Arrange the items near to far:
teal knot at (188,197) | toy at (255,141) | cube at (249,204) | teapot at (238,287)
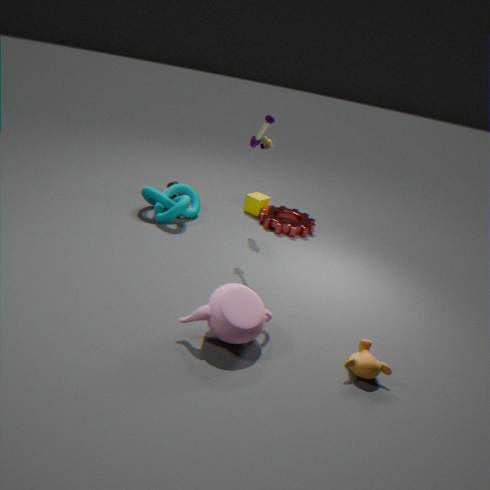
teapot at (238,287), toy at (255,141), teal knot at (188,197), cube at (249,204)
